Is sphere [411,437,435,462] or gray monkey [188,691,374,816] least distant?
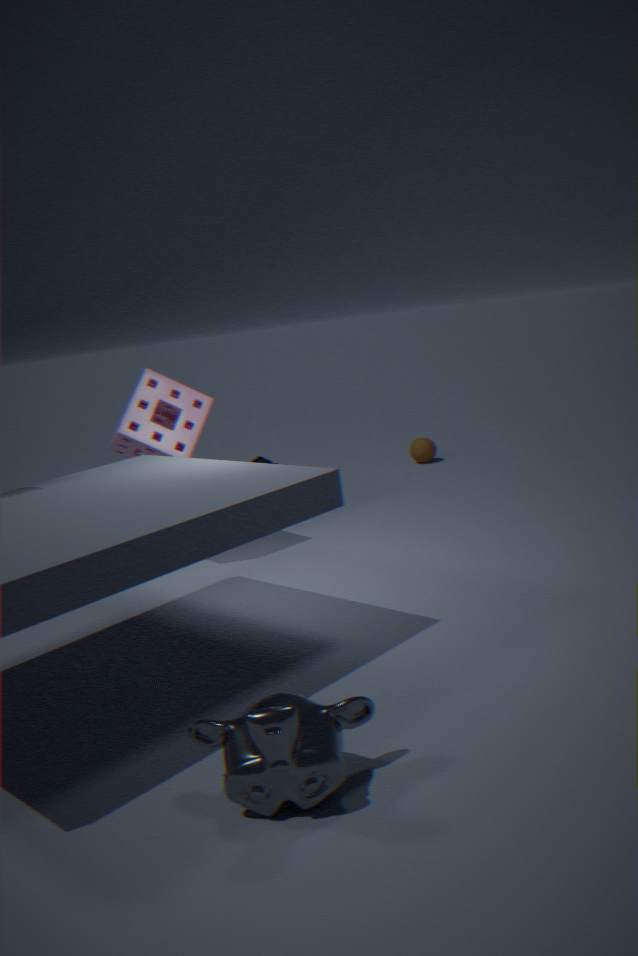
gray monkey [188,691,374,816]
